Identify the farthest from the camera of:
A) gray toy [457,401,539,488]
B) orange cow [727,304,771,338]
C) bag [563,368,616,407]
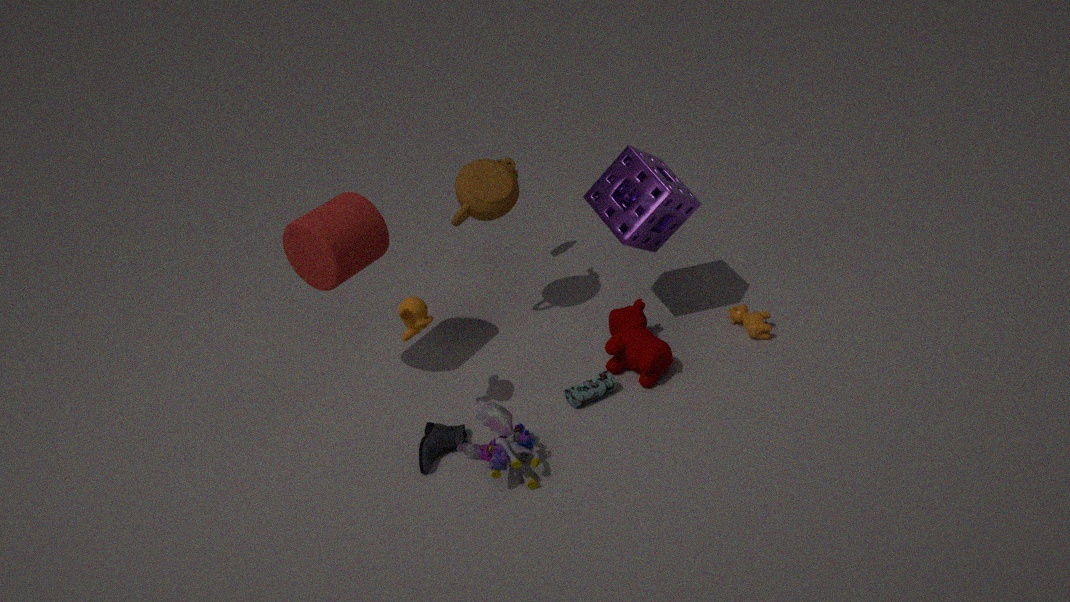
B. orange cow [727,304,771,338]
